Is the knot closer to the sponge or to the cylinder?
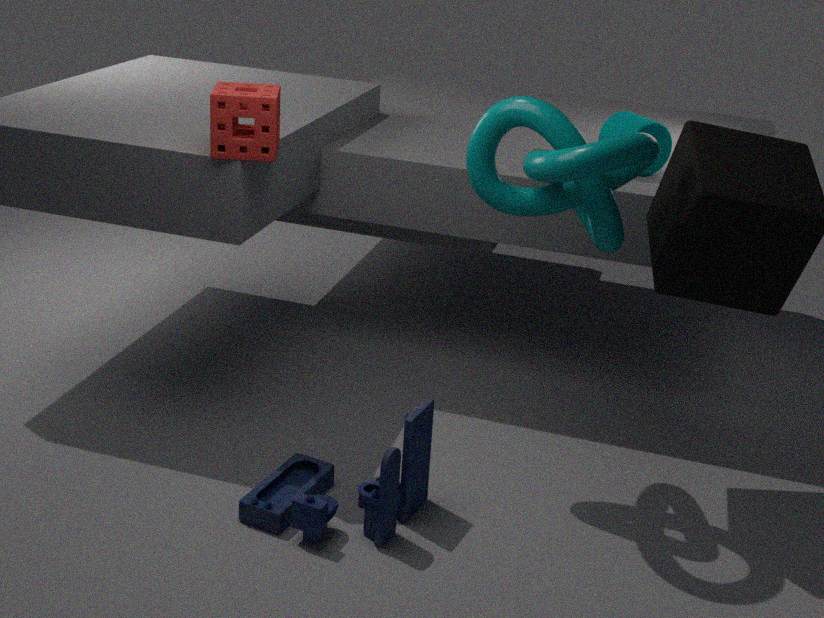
the cylinder
